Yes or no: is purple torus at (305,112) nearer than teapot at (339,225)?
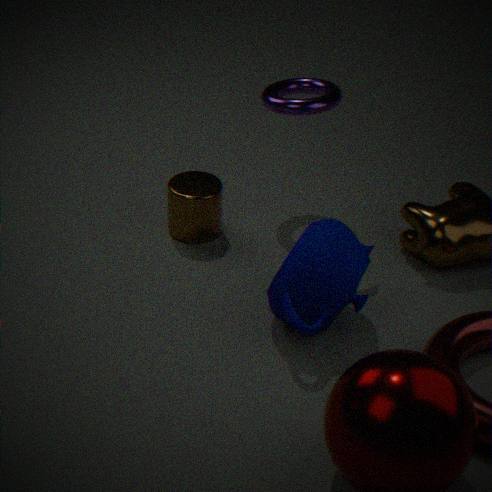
No
